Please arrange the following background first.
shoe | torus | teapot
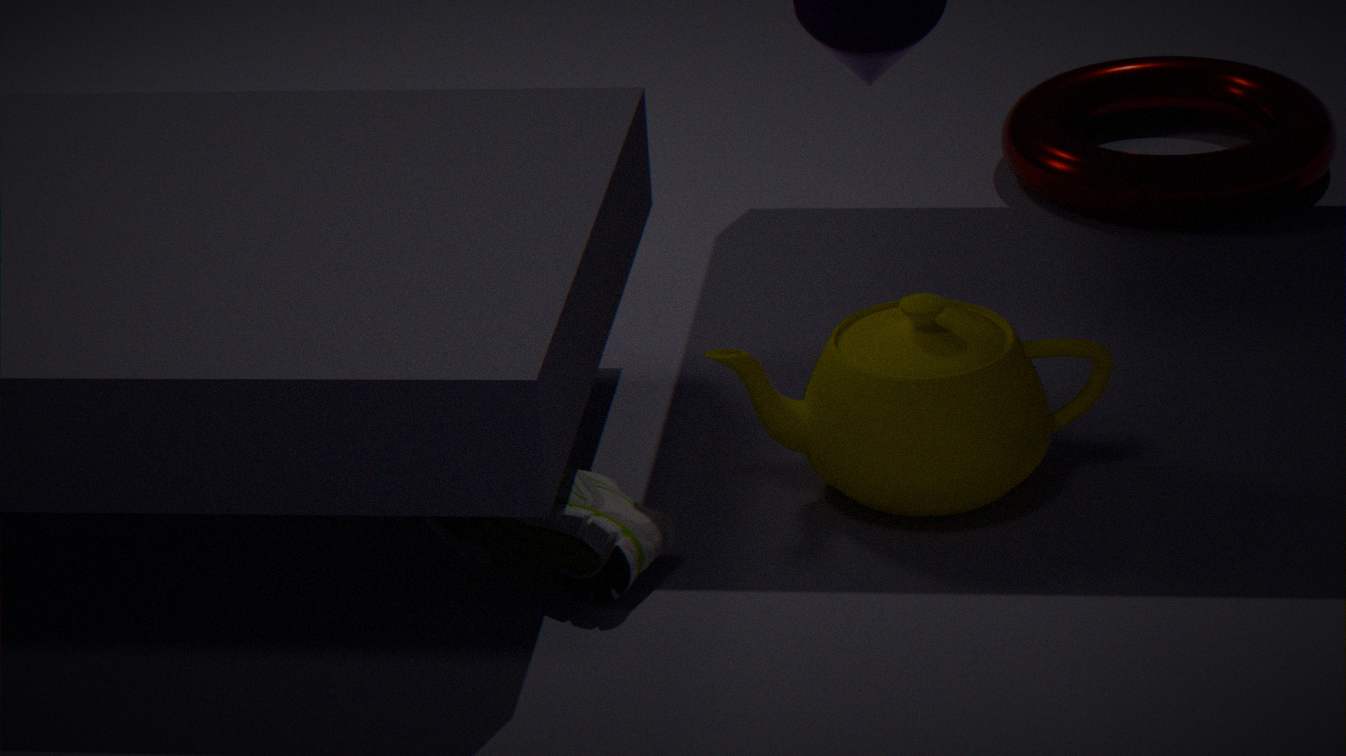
torus < teapot < shoe
